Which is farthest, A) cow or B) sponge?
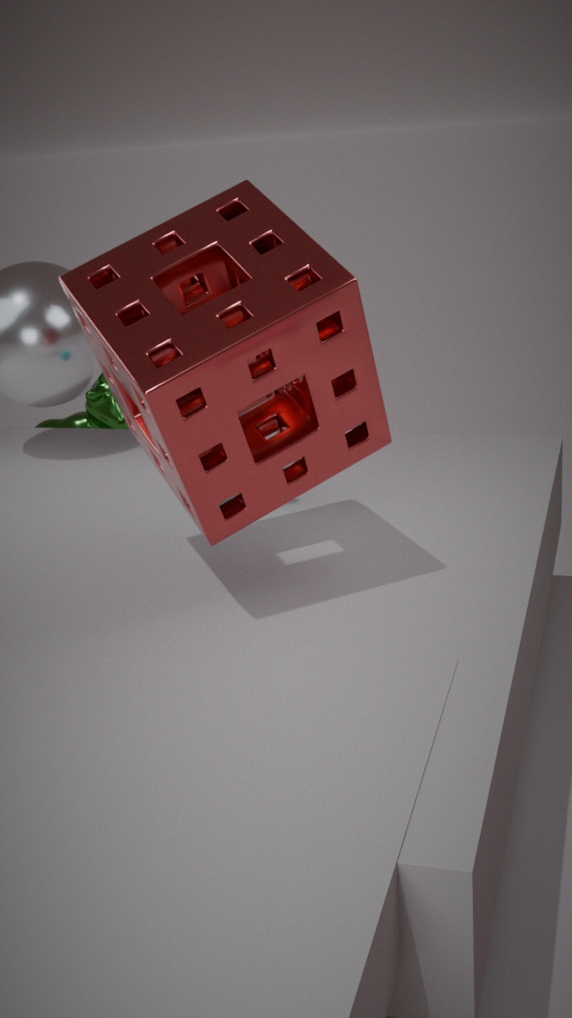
A. cow
